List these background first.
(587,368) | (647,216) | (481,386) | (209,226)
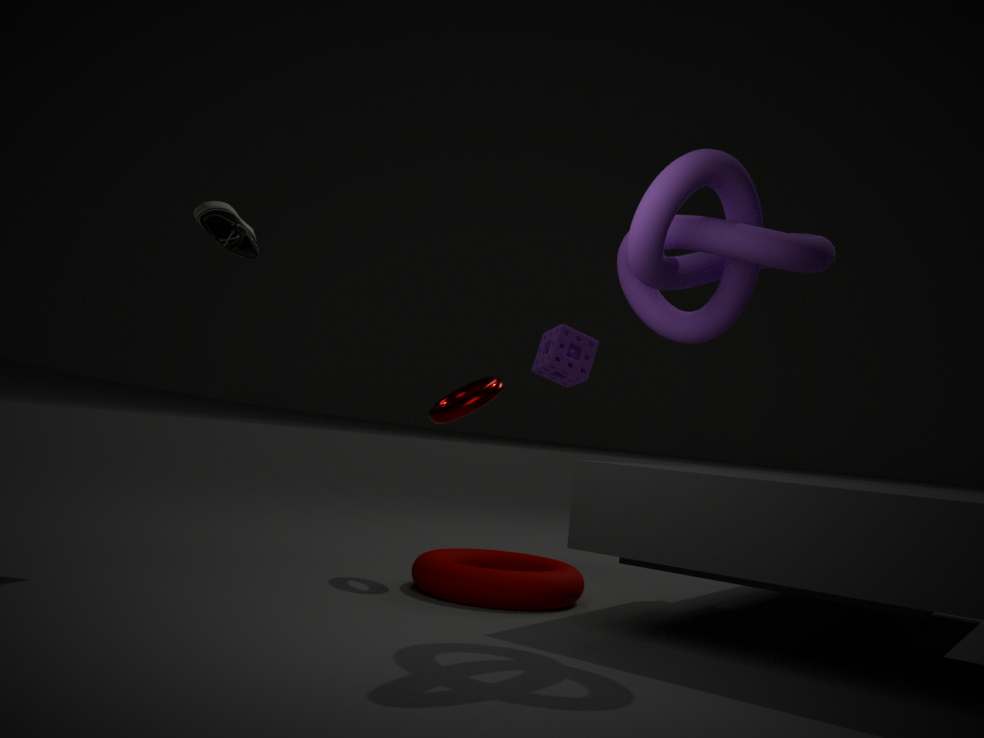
(587,368) < (481,386) < (209,226) < (647,216)
